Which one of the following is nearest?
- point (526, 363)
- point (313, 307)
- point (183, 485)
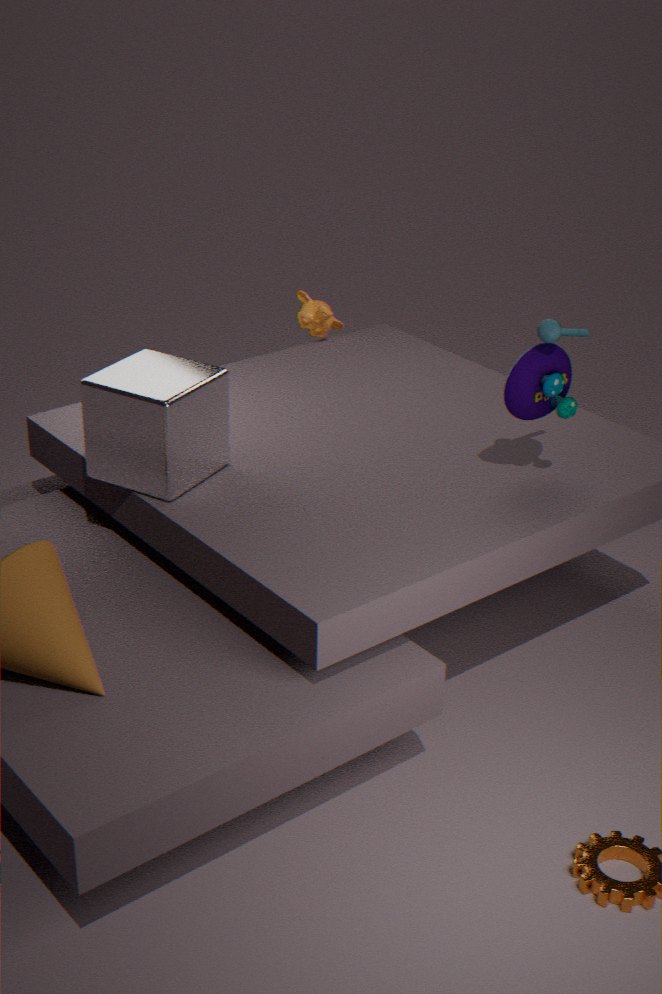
point (526, 363)
